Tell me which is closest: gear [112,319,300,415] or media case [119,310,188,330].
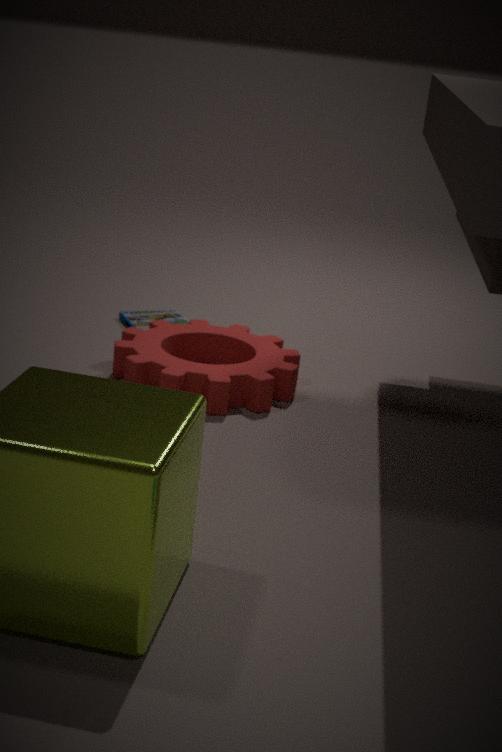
gear [112,319,300,415]
